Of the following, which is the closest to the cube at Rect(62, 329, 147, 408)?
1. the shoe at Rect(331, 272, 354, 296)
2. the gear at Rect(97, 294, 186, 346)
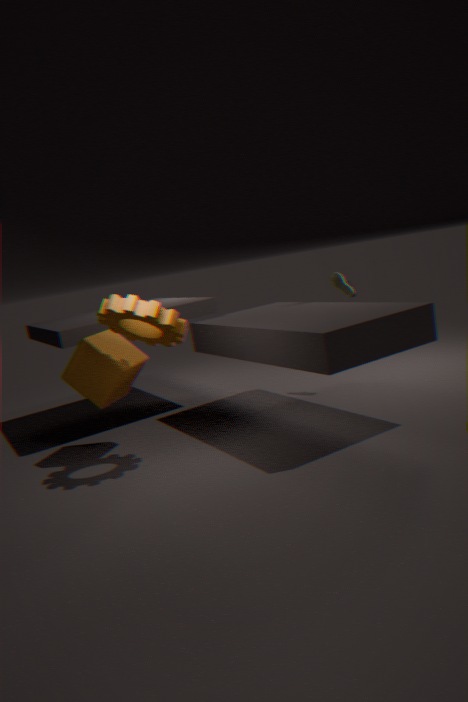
the gear at Rect(97, 294, 186, 346)
